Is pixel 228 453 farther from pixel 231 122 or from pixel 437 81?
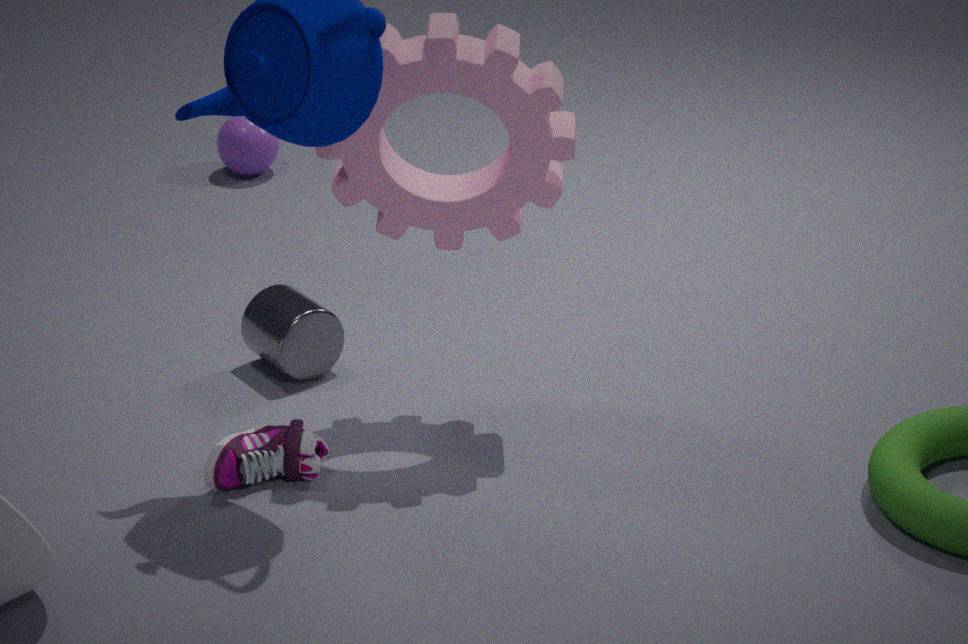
pixel 231 122
